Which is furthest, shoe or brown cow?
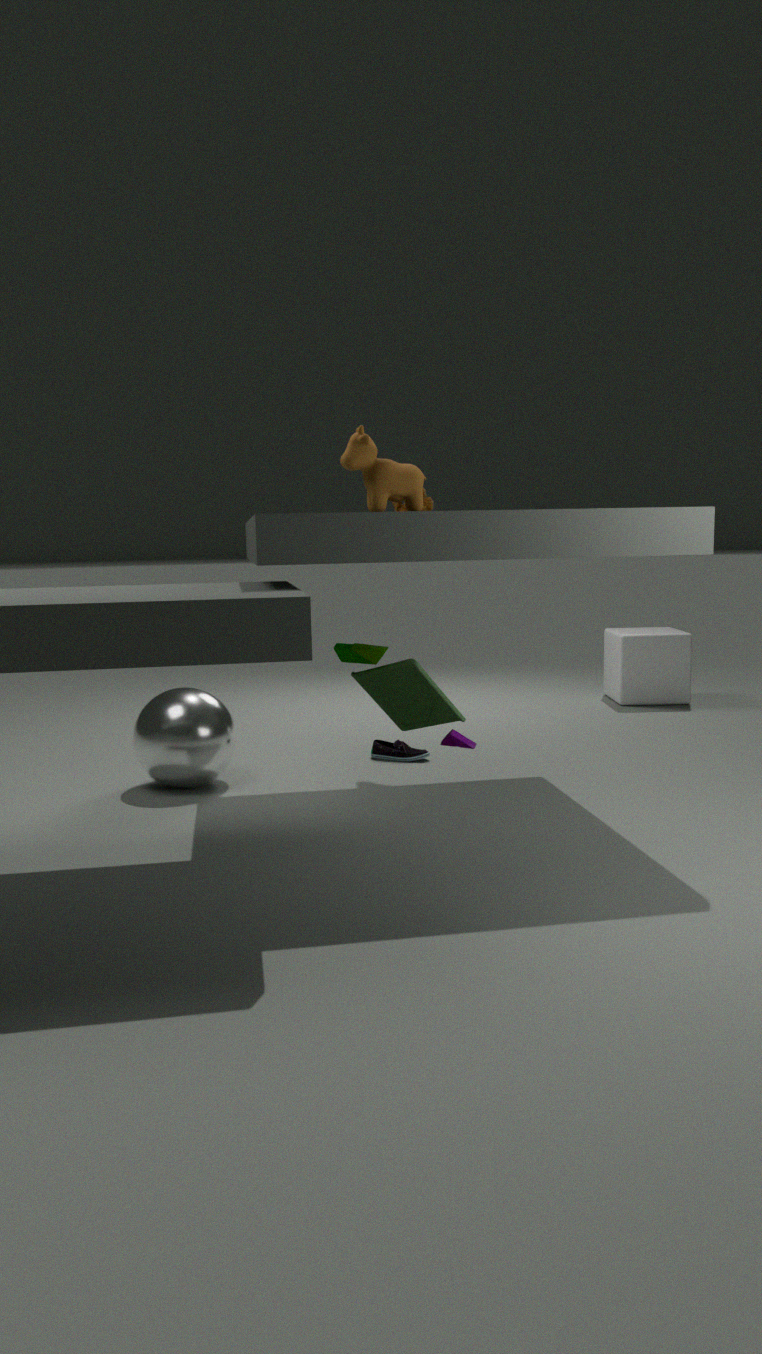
shoe
